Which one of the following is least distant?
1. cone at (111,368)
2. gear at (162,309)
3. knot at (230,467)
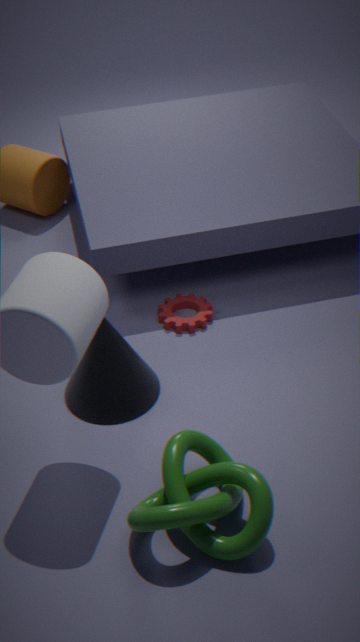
knot at (230,467)
